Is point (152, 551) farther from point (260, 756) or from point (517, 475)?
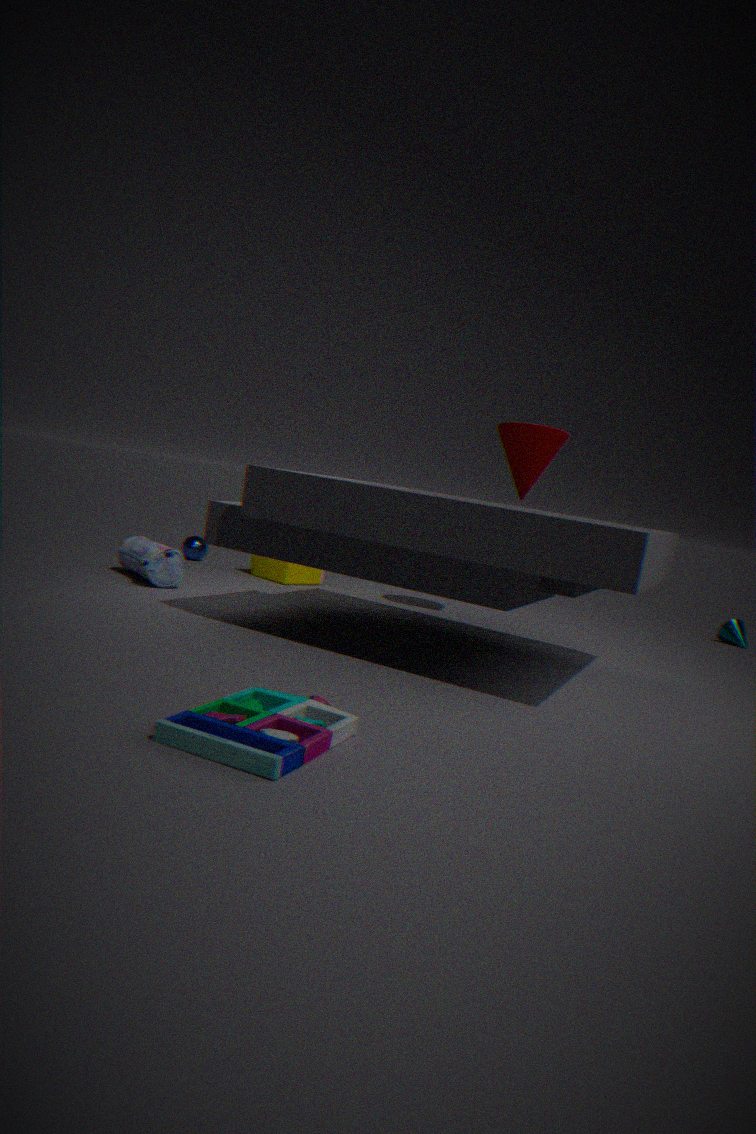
point (260, 756)
